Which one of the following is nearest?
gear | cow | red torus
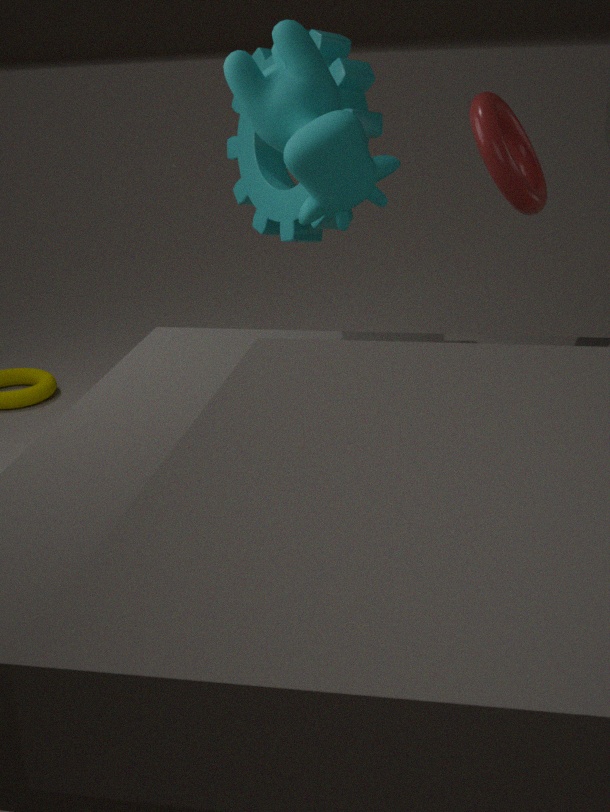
red torus
